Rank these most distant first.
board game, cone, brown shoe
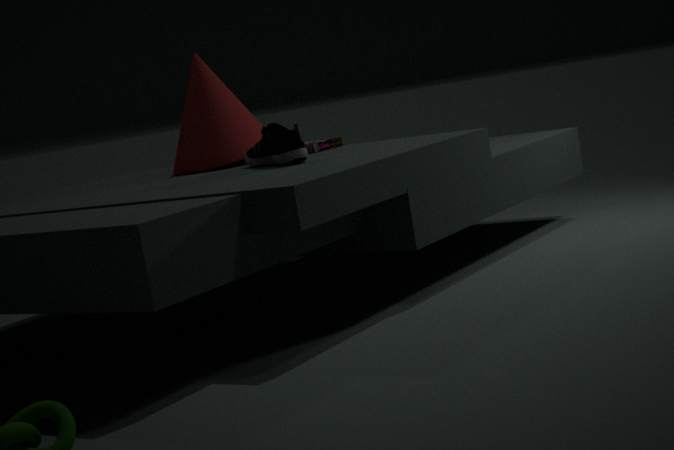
board game < cone < brown shoe
